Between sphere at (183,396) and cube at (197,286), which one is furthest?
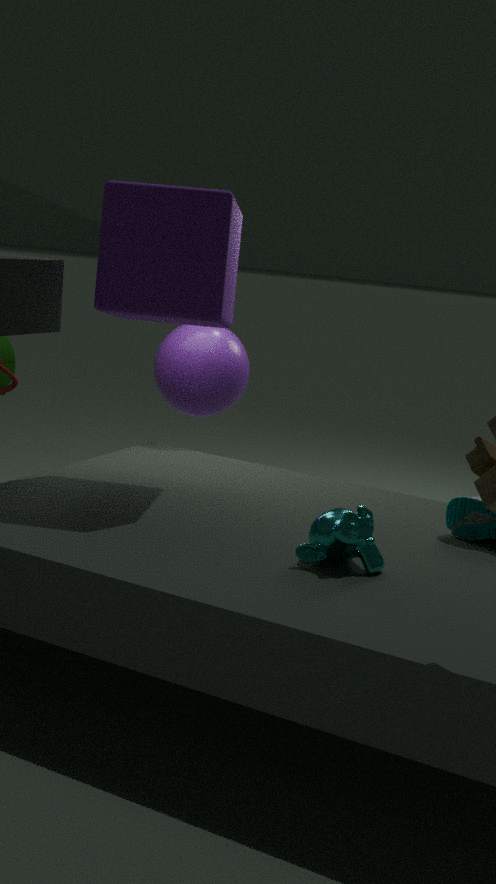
sphere at (183,396)
